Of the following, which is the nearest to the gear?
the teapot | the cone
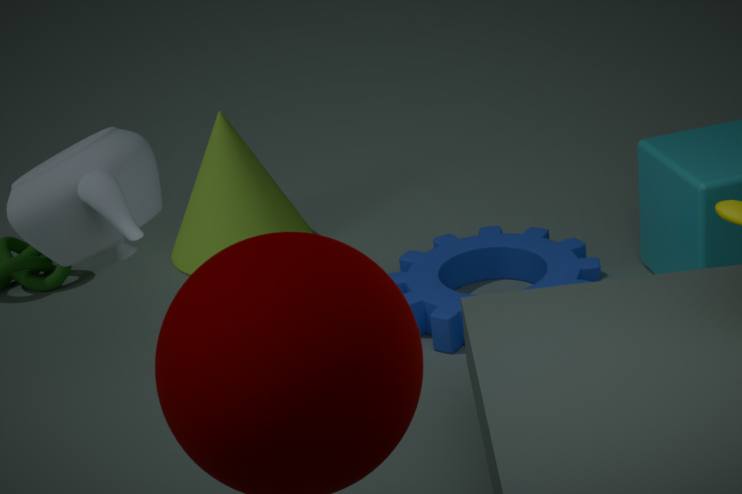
the cone
